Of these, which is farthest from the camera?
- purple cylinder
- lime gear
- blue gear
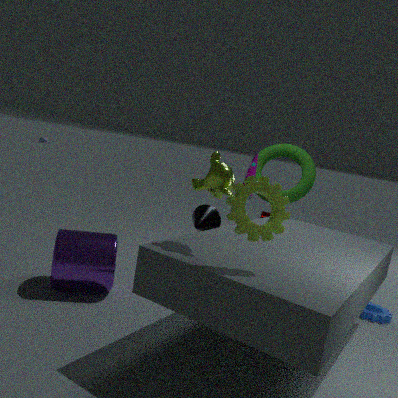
blue gear
